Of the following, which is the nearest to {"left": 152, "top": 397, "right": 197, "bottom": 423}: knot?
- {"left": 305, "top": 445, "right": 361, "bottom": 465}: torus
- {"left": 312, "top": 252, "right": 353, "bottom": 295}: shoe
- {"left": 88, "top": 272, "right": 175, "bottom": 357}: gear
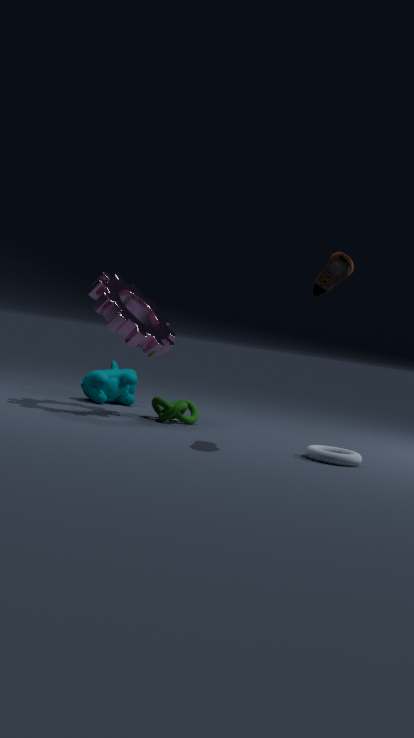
{"left": 88, "top": 272, "right": 175, "bottom": 357}: gear
